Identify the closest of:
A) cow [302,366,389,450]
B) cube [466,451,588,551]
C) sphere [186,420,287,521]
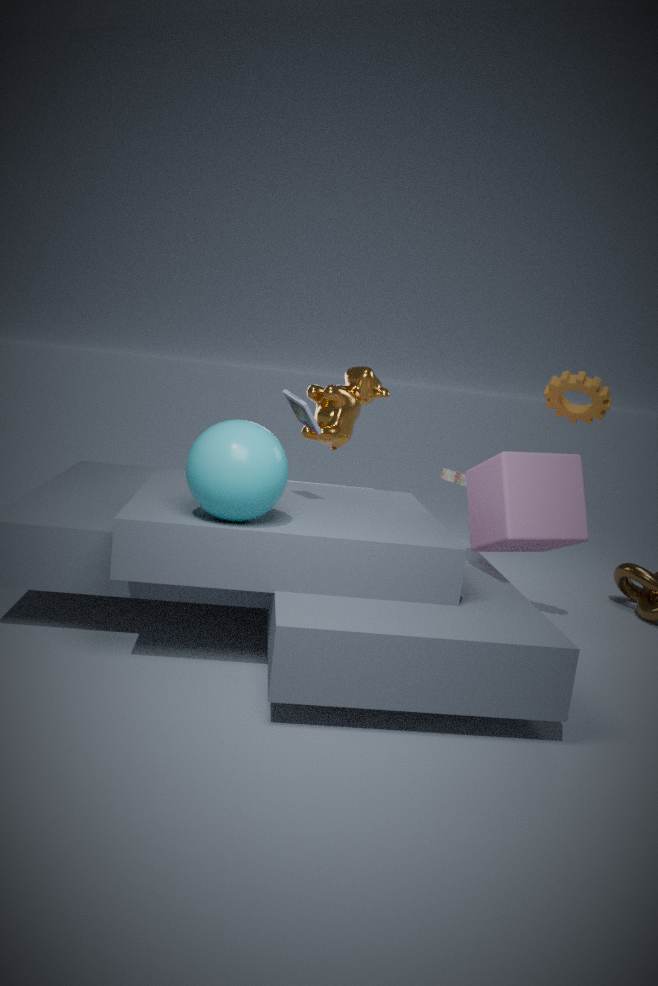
sphere [186,420,287,521]
